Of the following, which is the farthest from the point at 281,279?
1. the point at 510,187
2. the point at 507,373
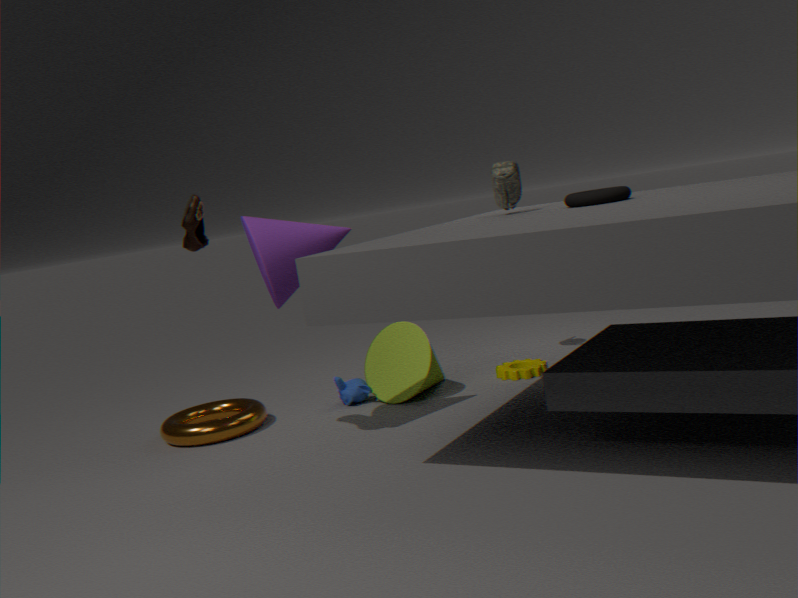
the point at 507,373
